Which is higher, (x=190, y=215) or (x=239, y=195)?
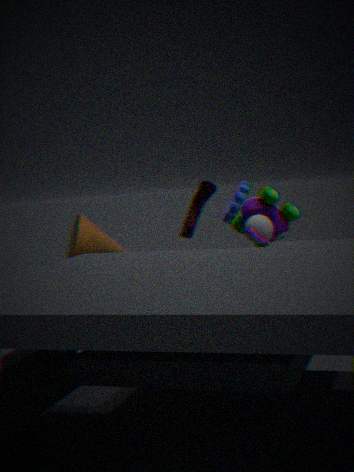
(x=239, y=195)
